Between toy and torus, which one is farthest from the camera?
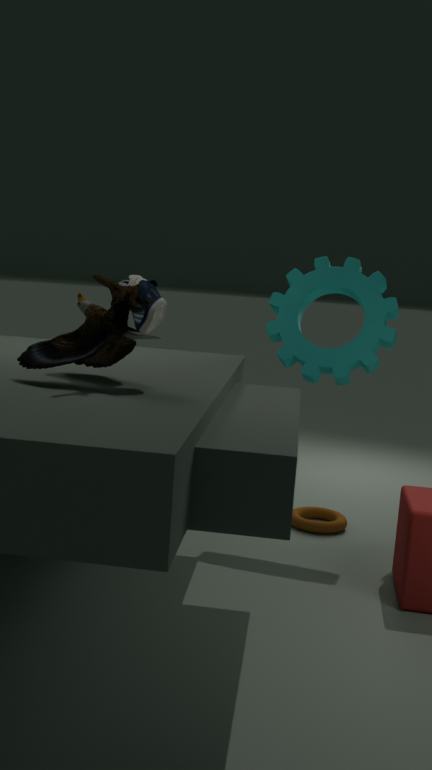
torus
